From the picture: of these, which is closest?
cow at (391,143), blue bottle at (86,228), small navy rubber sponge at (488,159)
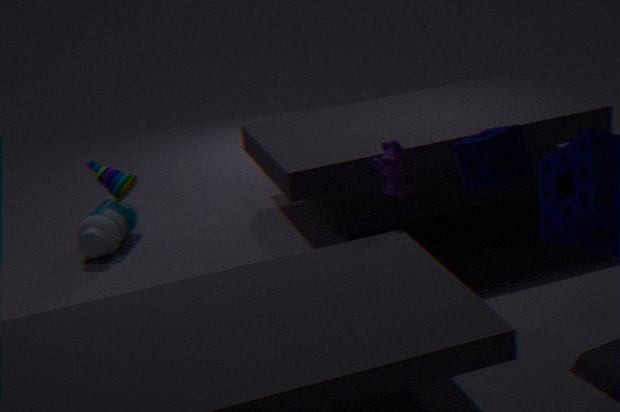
small navy rubber sponge at (488,159)
